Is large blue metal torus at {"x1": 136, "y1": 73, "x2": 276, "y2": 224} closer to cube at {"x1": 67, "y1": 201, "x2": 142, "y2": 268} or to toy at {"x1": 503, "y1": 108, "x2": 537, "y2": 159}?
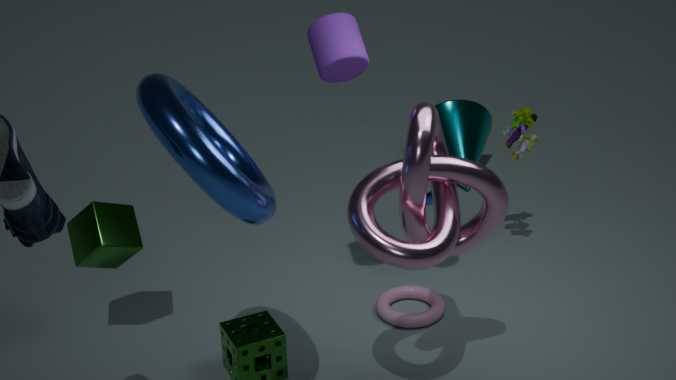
cube at {"x1": 67, "y1": 201, "x2": 142, "y2": 268}
